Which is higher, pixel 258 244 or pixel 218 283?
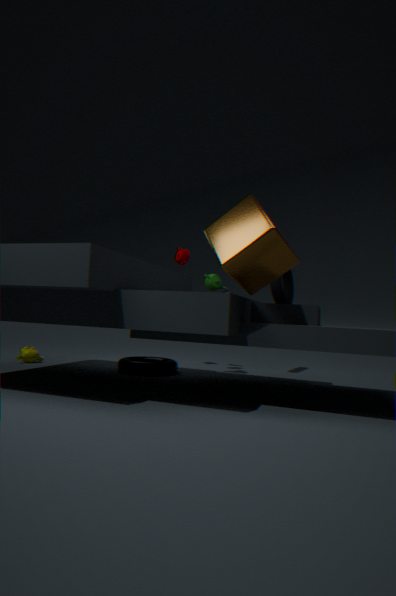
pixel 258 244
